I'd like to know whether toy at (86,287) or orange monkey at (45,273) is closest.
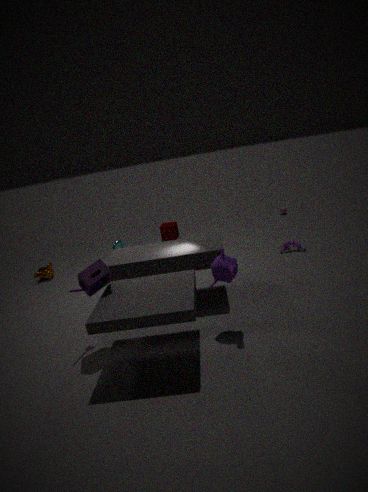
toy at (86,287)
